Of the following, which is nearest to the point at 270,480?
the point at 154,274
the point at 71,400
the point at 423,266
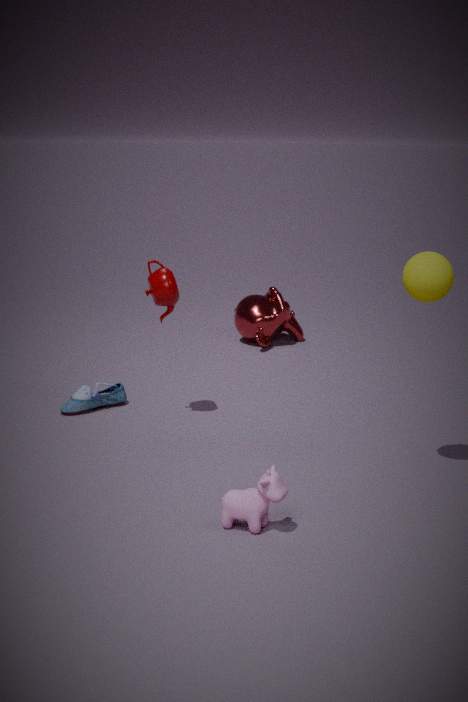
the point at 423,266
